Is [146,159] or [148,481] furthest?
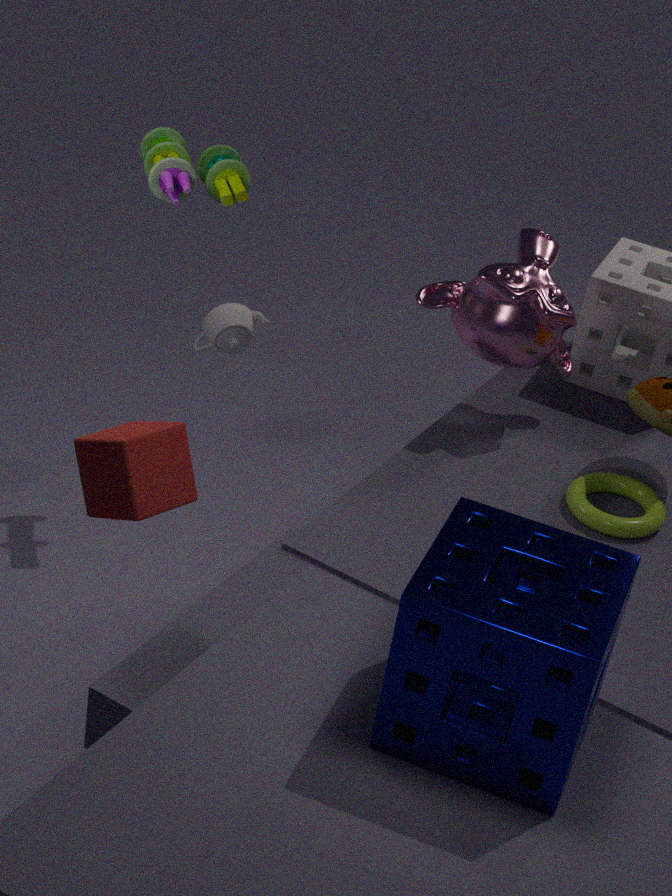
[146,159]
